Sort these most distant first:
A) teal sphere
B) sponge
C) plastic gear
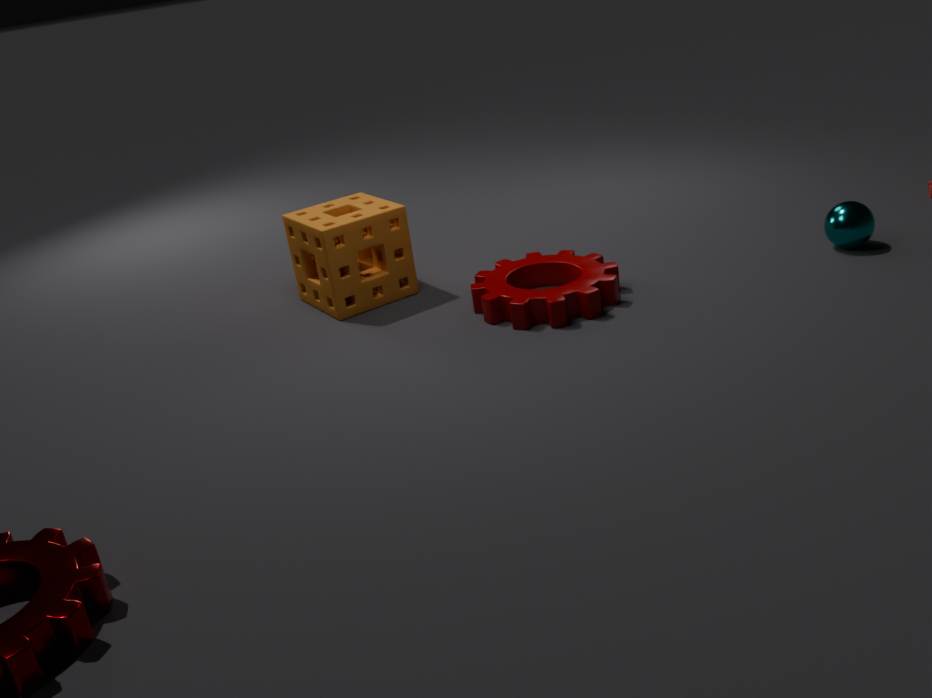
sponge, teal sphere, plastic gear
